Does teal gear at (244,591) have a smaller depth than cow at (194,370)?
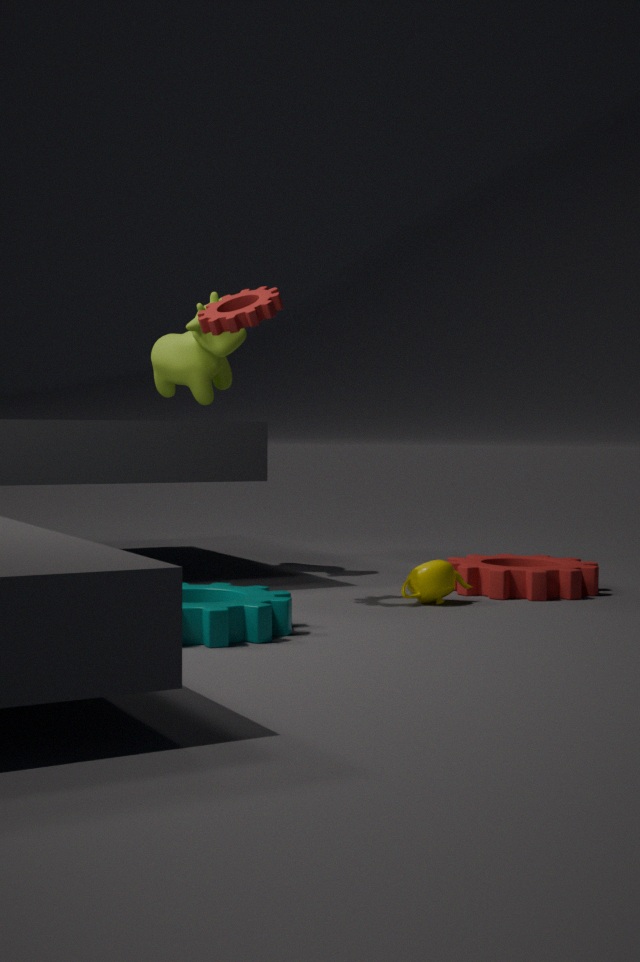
Yes
